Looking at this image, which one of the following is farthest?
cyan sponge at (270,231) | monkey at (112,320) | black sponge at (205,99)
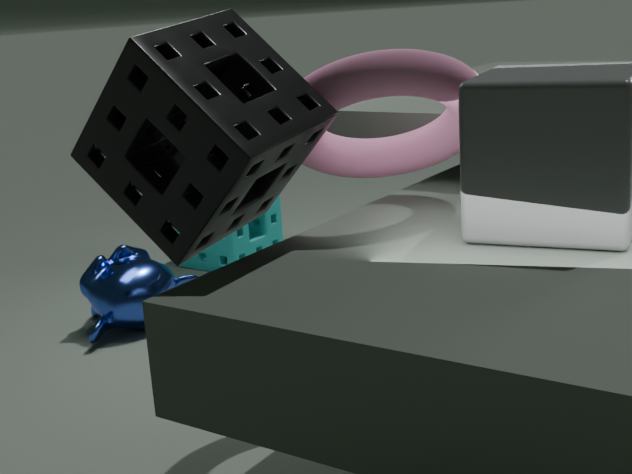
cyan sponge at (270,231)
